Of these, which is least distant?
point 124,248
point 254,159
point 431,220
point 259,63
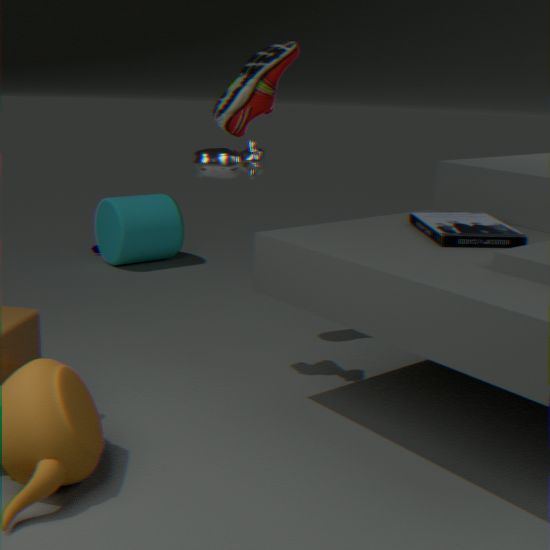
point 254,159
